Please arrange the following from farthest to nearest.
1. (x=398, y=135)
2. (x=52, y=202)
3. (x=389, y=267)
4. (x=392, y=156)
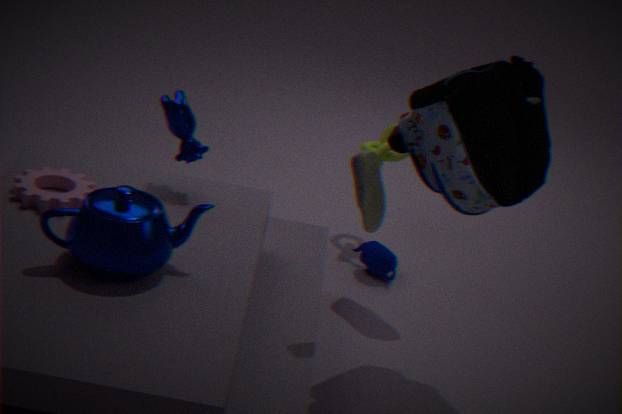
(x=392, y=156), (x=389, y=267), (x=398, y=135), (x=52, y=202)
